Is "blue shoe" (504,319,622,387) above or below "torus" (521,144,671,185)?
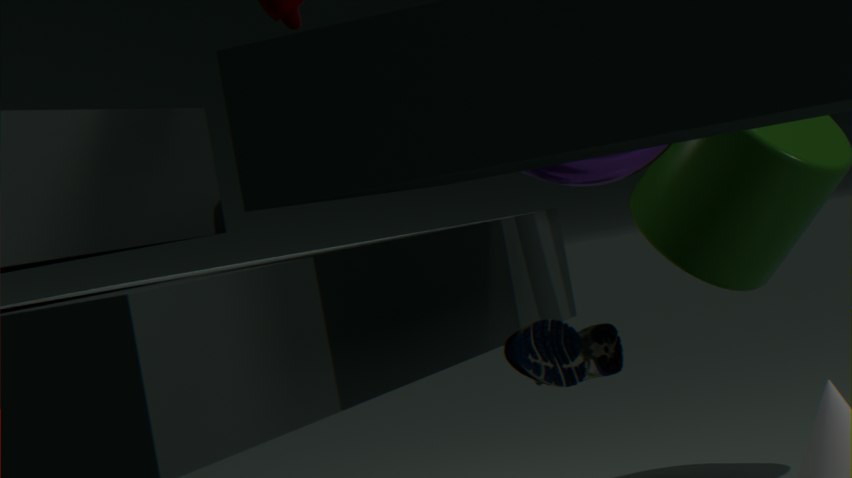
below
